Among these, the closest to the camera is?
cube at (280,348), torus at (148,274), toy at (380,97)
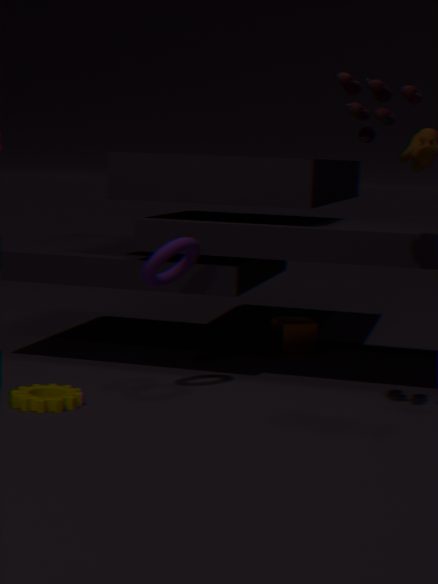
toy at (380,97)
